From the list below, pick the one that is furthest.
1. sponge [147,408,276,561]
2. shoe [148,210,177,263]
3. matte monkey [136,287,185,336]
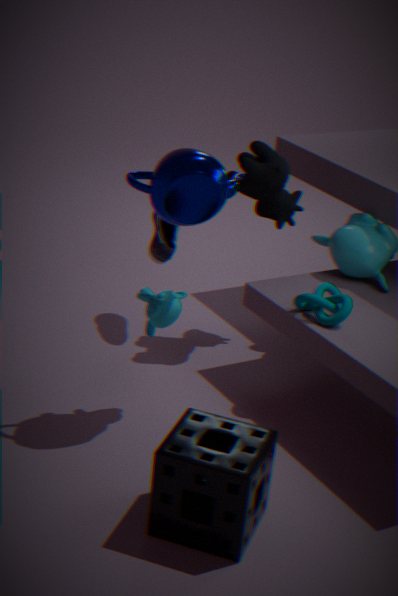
shoe [148,210,177,263]
